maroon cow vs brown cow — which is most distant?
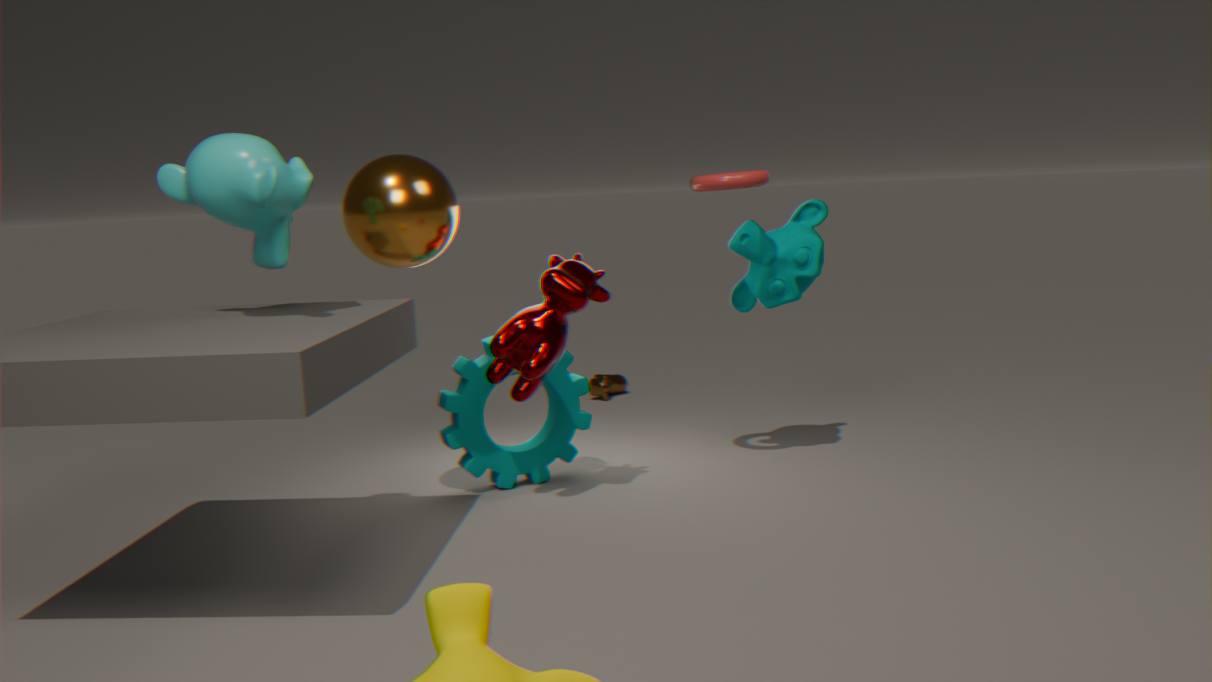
brown cow
